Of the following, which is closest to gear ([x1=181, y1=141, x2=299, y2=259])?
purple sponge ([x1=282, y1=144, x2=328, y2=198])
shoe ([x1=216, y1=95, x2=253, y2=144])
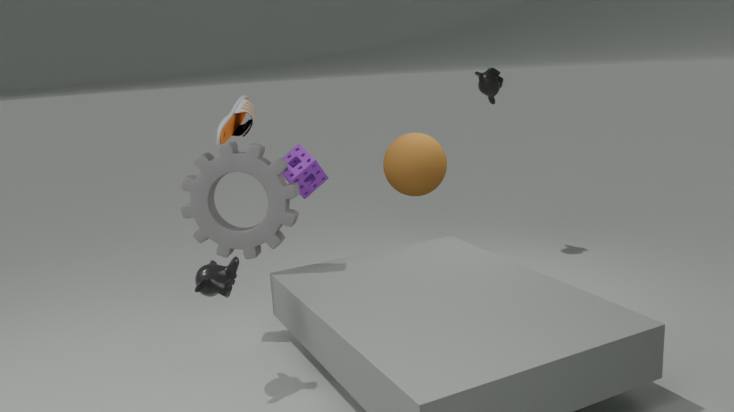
shoe ([x1=216, y1=95, x2=253, y2=144])
